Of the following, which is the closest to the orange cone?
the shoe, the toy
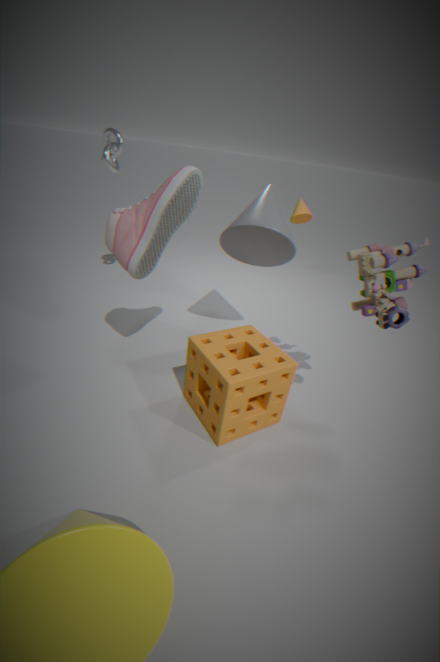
the toy
